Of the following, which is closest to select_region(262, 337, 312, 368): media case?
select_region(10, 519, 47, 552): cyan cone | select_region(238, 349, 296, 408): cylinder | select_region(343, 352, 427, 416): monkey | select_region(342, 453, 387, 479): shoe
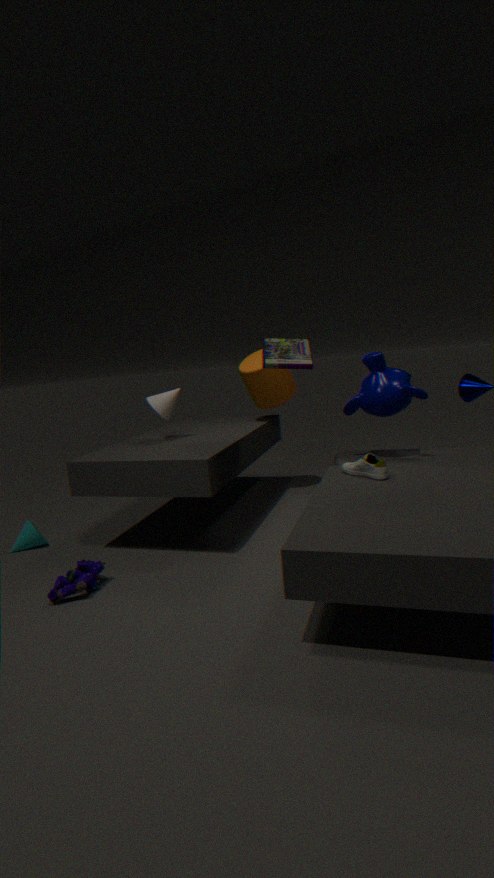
select_region(343, 352, 427, 416): monkey
